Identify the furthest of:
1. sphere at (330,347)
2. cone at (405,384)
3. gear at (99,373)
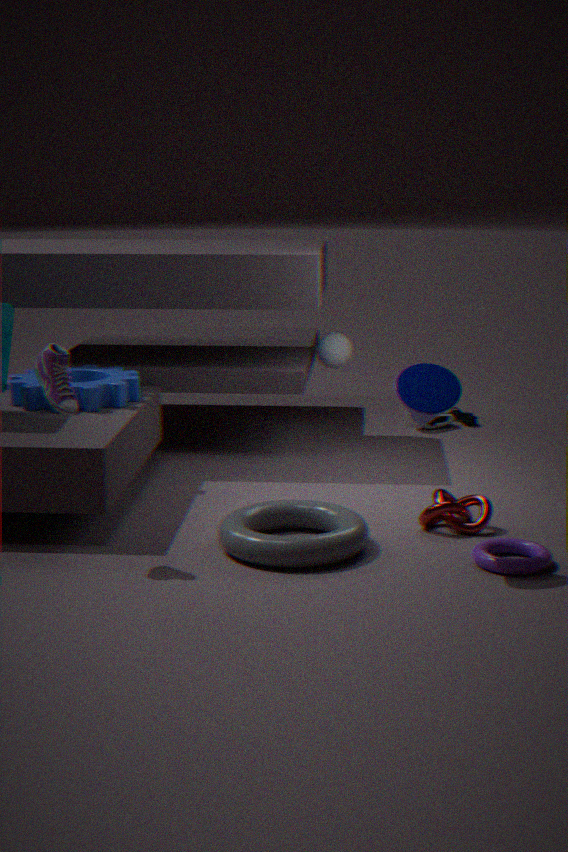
sphere at (330,347)
